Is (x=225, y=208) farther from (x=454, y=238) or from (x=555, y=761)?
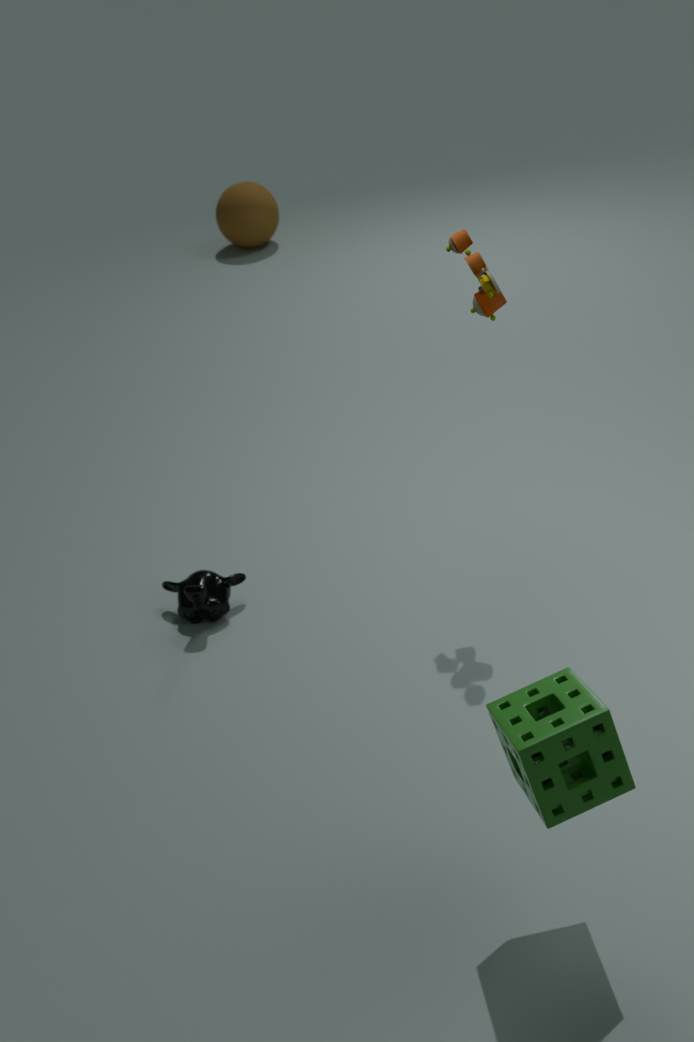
(x=555, y=761)
